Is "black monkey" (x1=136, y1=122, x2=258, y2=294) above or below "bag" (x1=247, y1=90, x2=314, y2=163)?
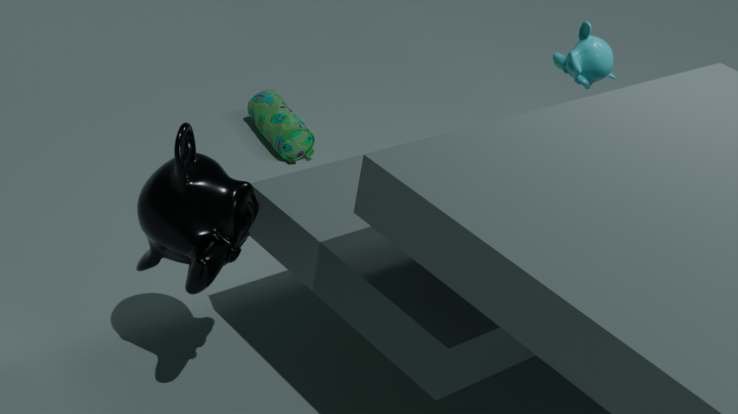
above
